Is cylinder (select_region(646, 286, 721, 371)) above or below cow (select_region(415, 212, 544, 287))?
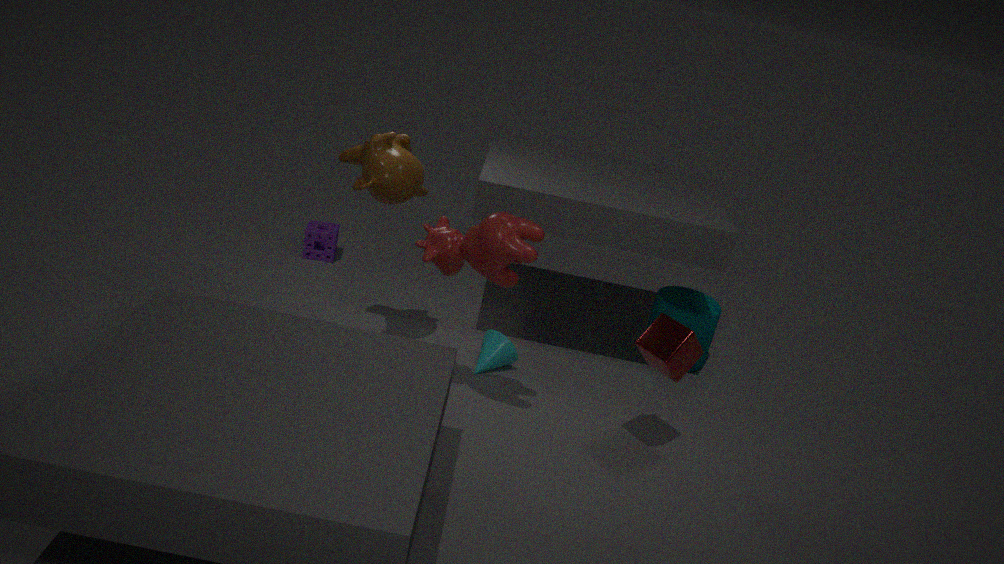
below
